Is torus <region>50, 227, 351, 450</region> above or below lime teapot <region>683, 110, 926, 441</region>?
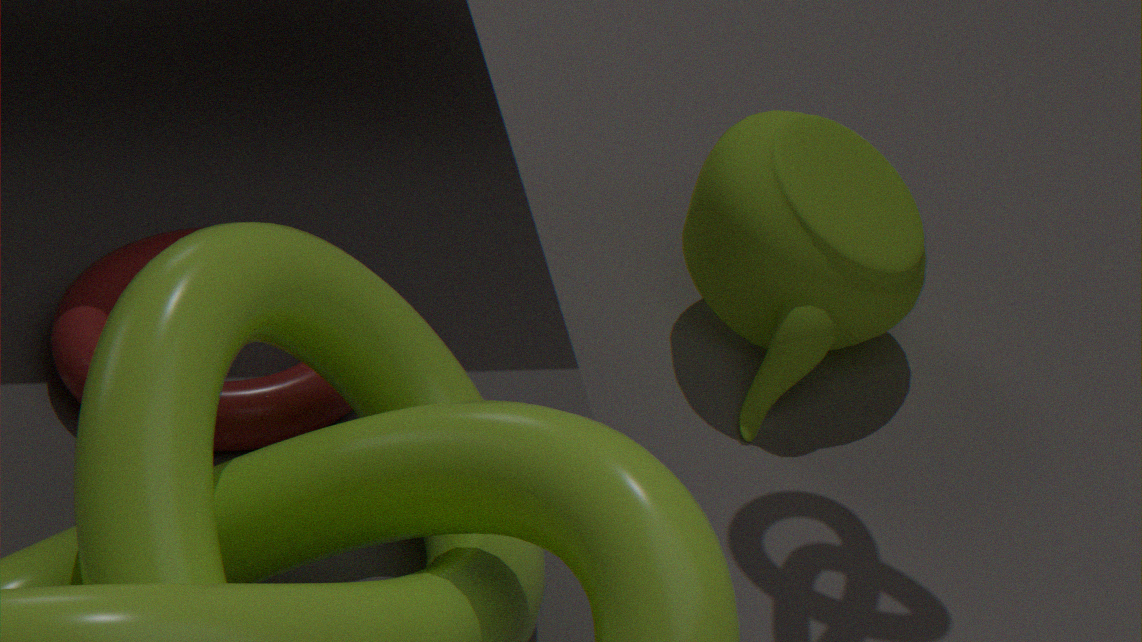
above
